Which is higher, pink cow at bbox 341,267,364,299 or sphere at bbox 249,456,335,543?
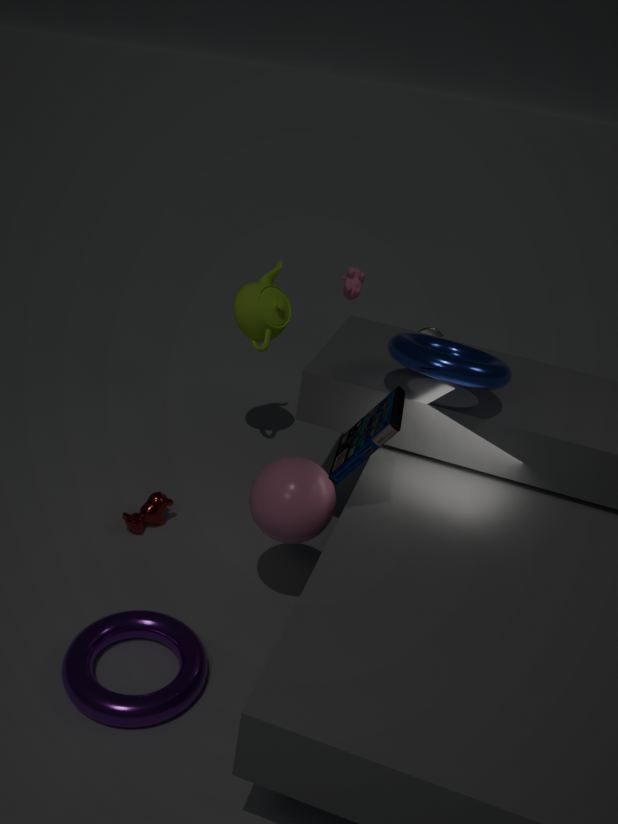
pink cow at bbox 341,267,364,299
